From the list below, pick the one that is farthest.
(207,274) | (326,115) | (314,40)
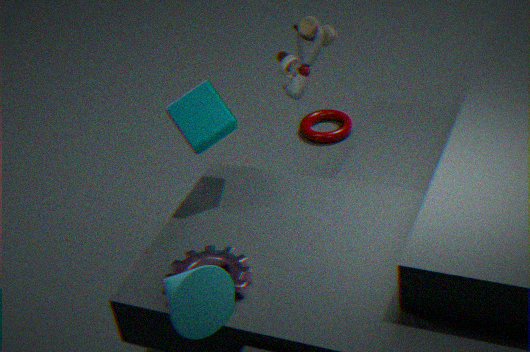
(326,115)
